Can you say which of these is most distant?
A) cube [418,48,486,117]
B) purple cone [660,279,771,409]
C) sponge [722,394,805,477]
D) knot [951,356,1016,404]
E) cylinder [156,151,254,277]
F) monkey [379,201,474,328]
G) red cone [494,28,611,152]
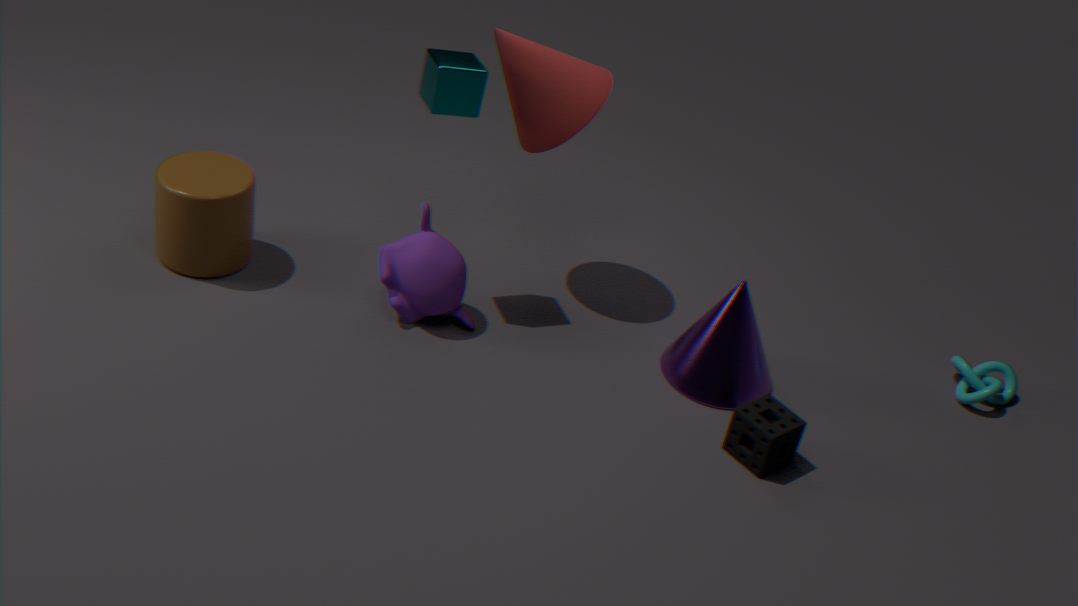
knot [951,356,1016,404]
